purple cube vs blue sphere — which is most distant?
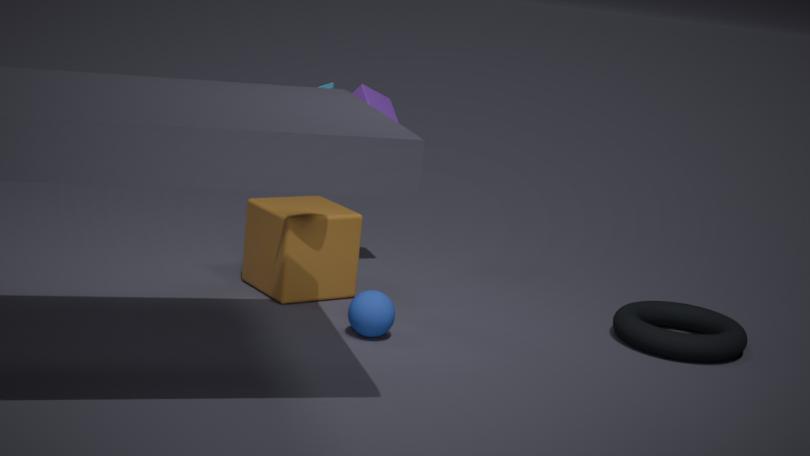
purple cube
